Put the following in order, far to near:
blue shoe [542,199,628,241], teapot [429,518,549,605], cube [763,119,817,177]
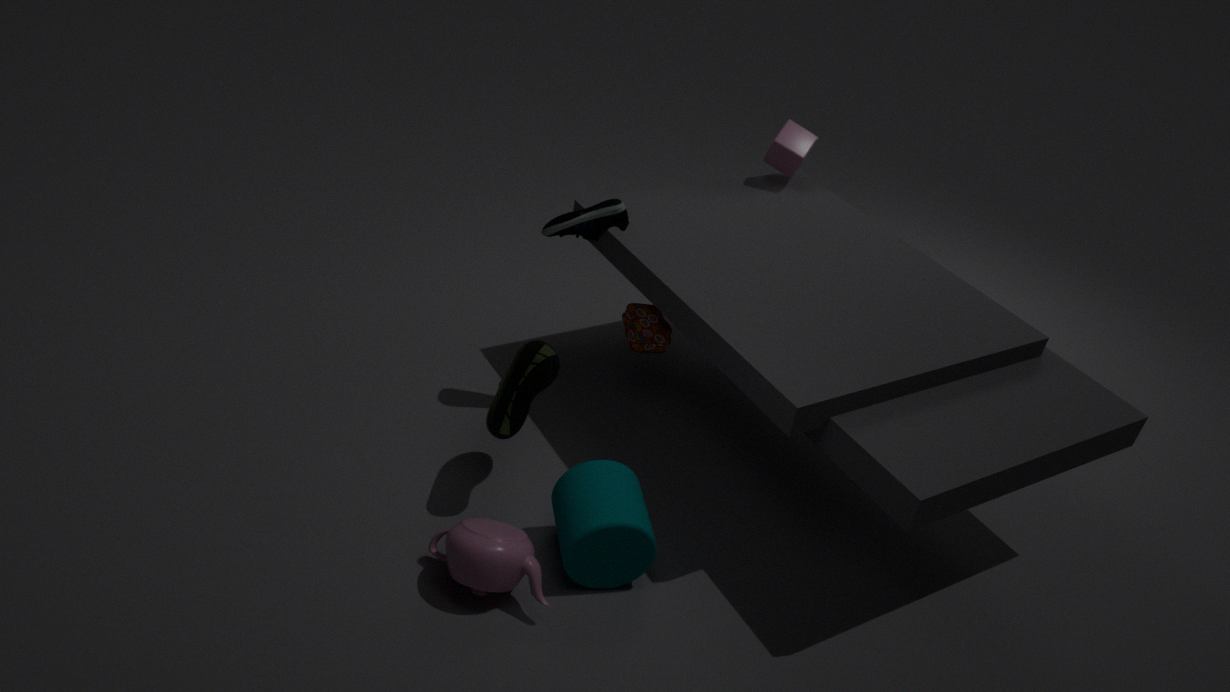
cube [763,119,817,177], blue shoe [542,199,628,241], teapot [429,518,549,605]
